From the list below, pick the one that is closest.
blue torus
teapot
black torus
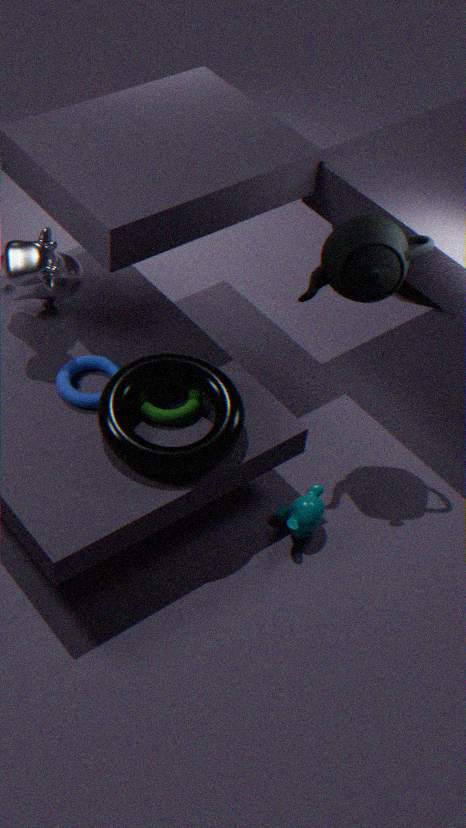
black torus
